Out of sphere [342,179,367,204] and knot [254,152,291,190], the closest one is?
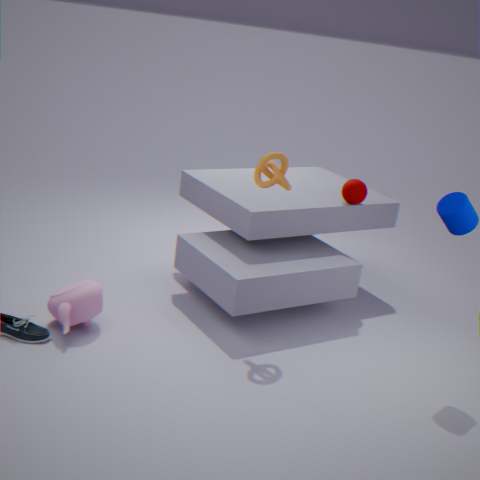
knot [254,152,291,190]
